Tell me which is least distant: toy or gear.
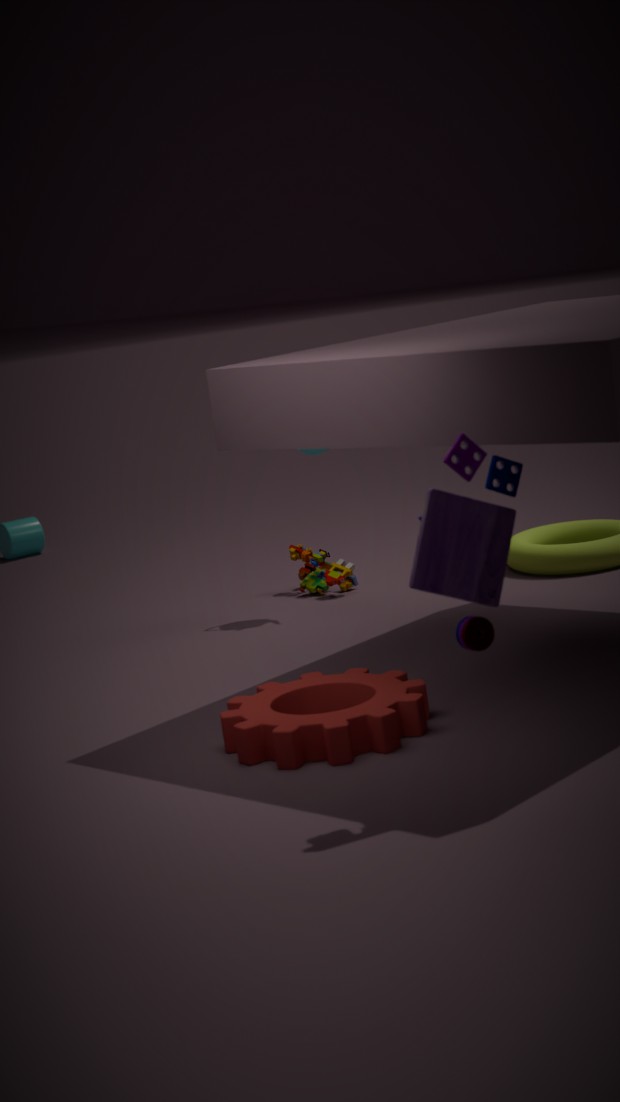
toy
